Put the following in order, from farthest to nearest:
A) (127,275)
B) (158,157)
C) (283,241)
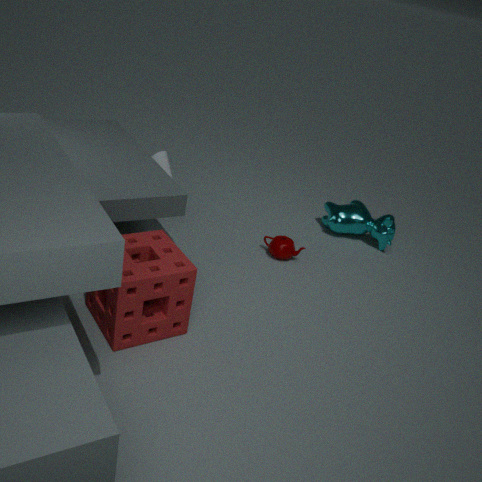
(158,157) → (283,241) → (127,275)
